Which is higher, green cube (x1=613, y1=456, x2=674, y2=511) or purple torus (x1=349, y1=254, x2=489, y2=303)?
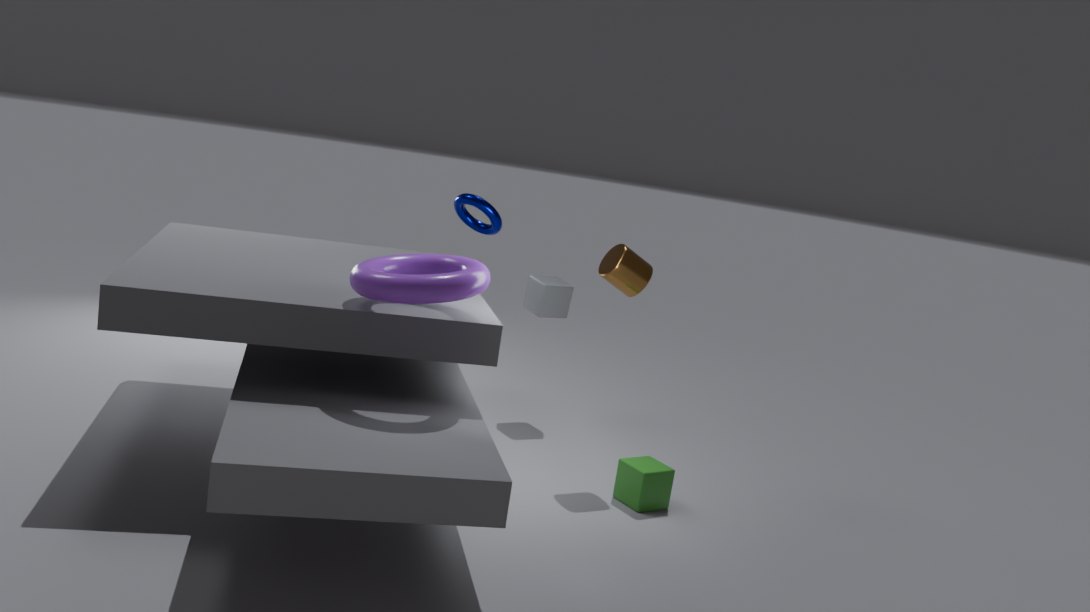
purple torus (x1=349, y1=254, x2=489, y2=303)
